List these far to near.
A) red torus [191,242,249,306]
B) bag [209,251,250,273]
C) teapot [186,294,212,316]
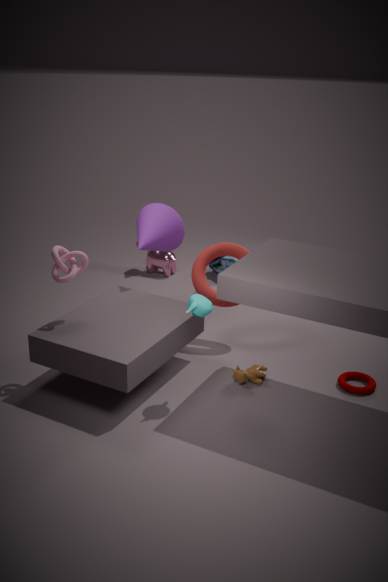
bag [209,251,250,273] → red torus [191,242,249,306] → teapot [186,294,212,316]
